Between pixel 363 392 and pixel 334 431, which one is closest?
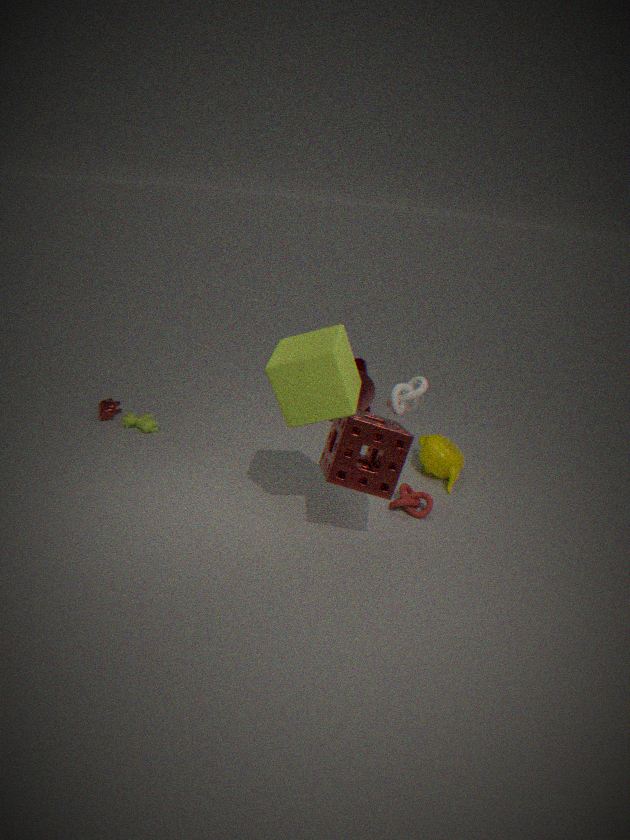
pixel 334 431
